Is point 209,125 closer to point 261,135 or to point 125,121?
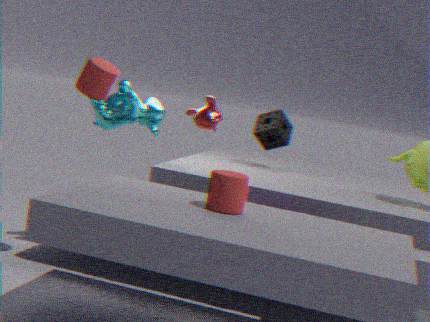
point 125,121
